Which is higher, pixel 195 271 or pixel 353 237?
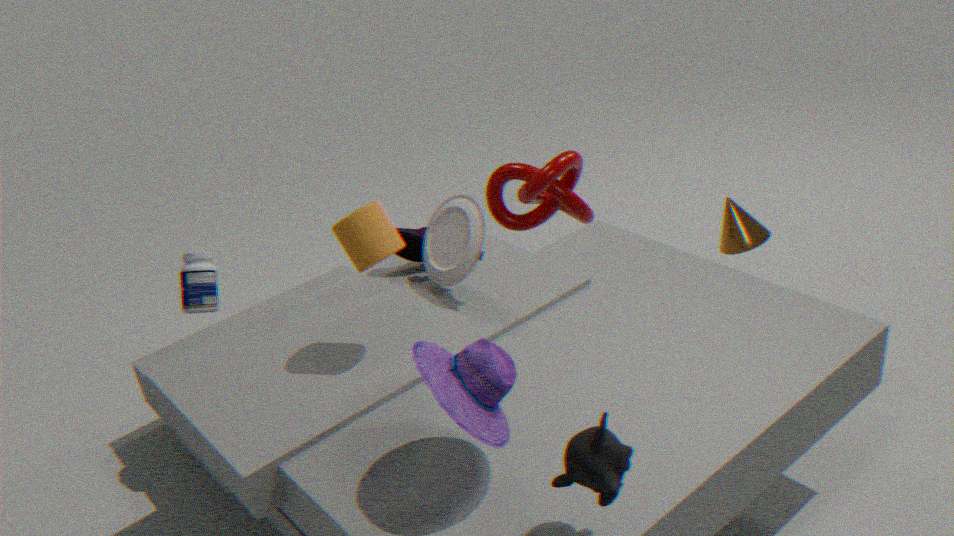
pixel 353 237
